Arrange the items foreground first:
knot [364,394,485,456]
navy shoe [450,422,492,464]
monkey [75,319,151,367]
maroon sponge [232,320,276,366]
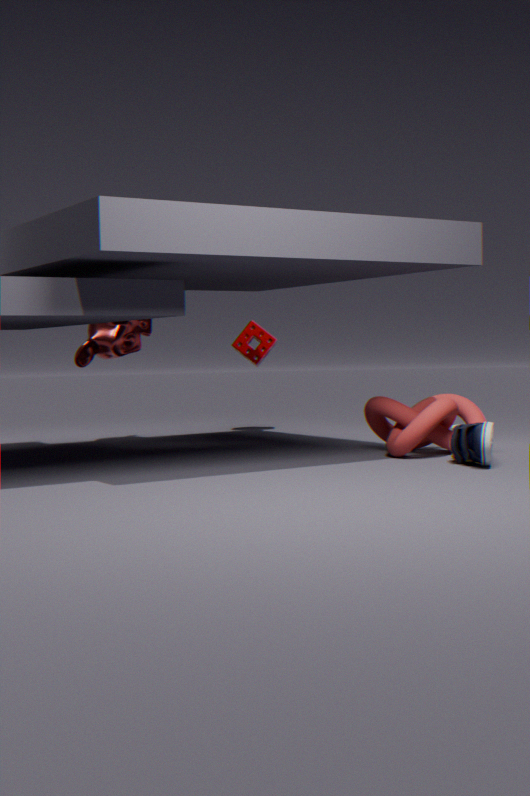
navy shoe [450,422,492,464], knot [364,394,485,456], monkey [75,319,151,367], maroon sponge [232,320,276,366]
